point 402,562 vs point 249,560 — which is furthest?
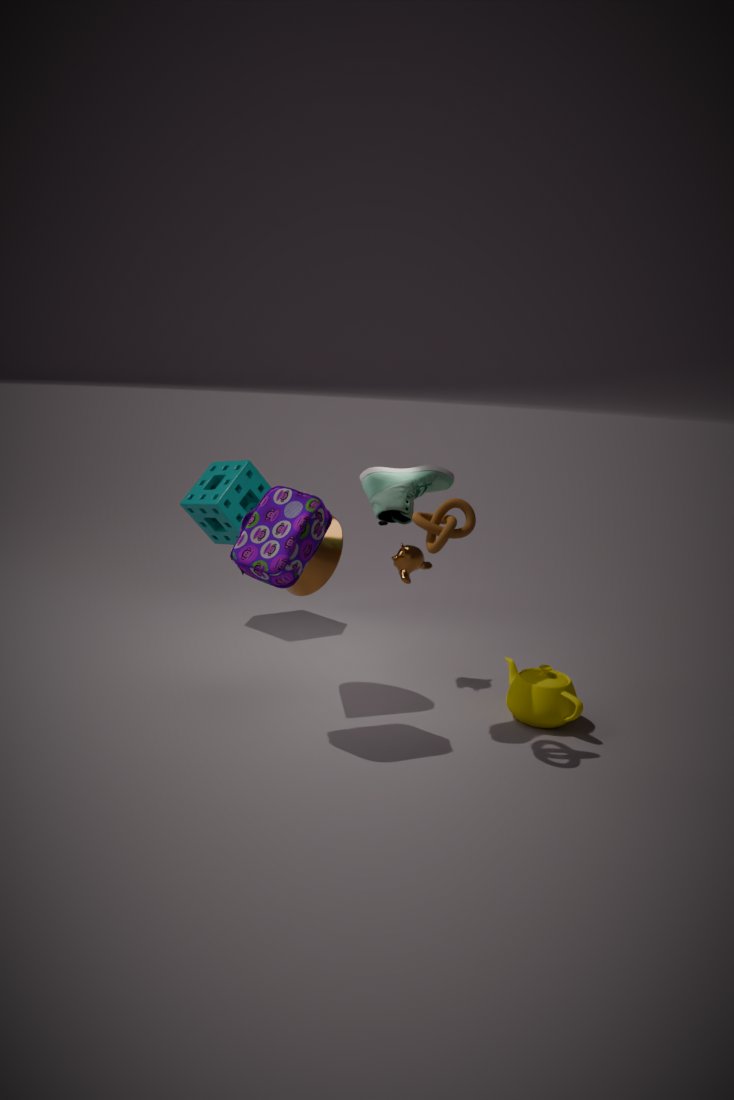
point 402,562
